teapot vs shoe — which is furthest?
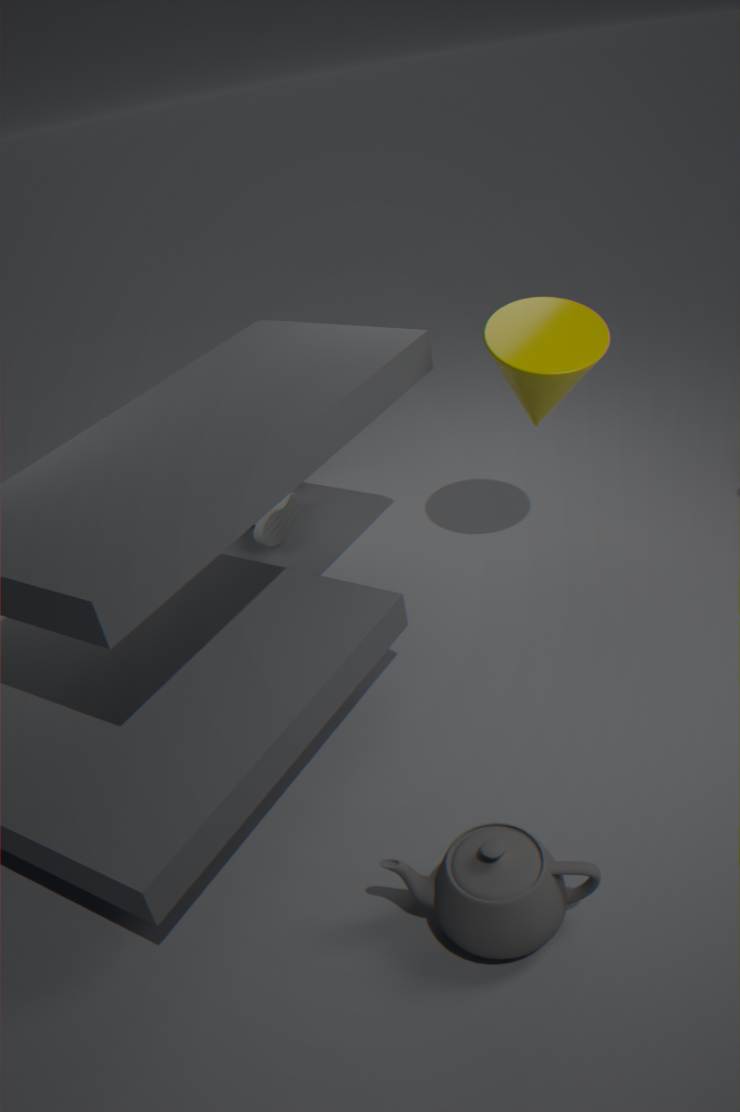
shoe
